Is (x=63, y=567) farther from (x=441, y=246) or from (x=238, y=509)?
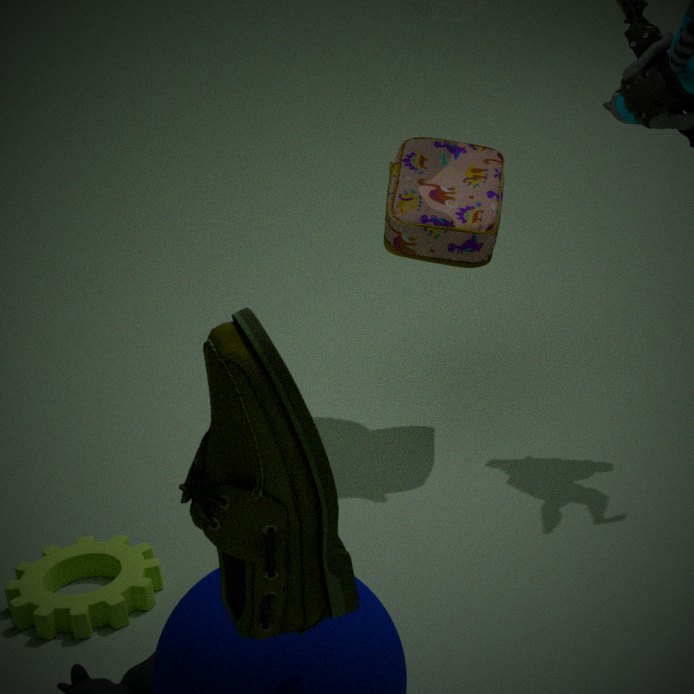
(x=238, y=509)
